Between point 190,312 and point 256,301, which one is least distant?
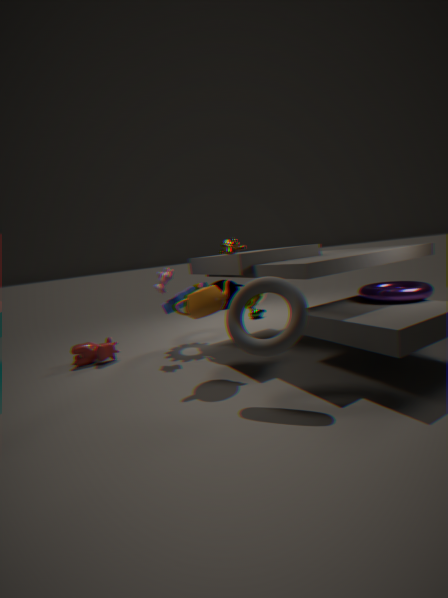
point 190,312
